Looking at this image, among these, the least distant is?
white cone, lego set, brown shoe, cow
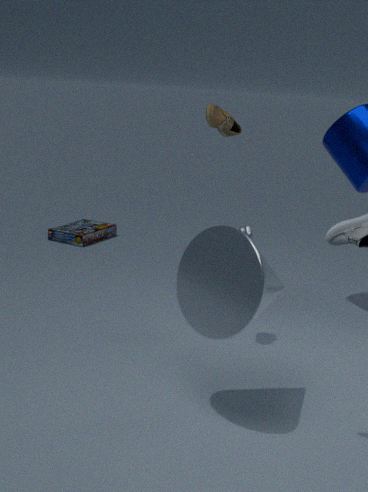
white cone
